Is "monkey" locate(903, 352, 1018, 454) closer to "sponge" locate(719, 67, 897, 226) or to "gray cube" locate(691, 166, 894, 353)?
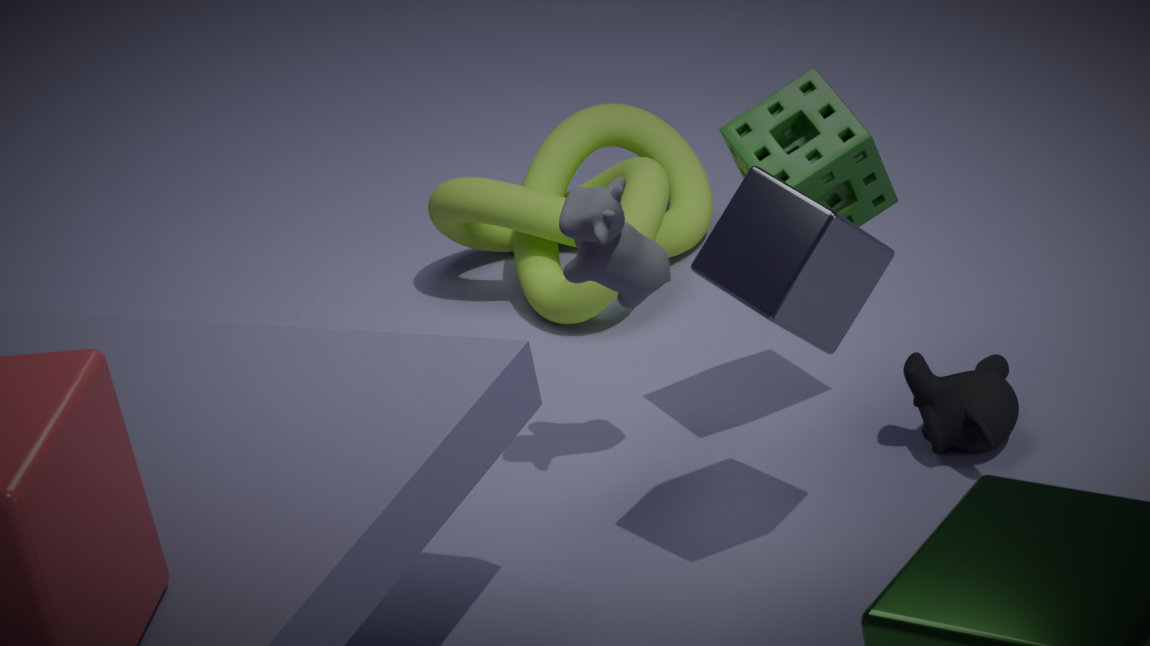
"sponge" locate(719, 67, 897, 226)
